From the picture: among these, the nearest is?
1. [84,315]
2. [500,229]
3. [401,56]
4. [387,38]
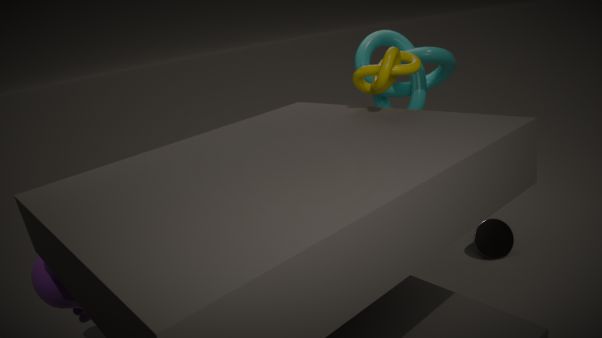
[84,315]
